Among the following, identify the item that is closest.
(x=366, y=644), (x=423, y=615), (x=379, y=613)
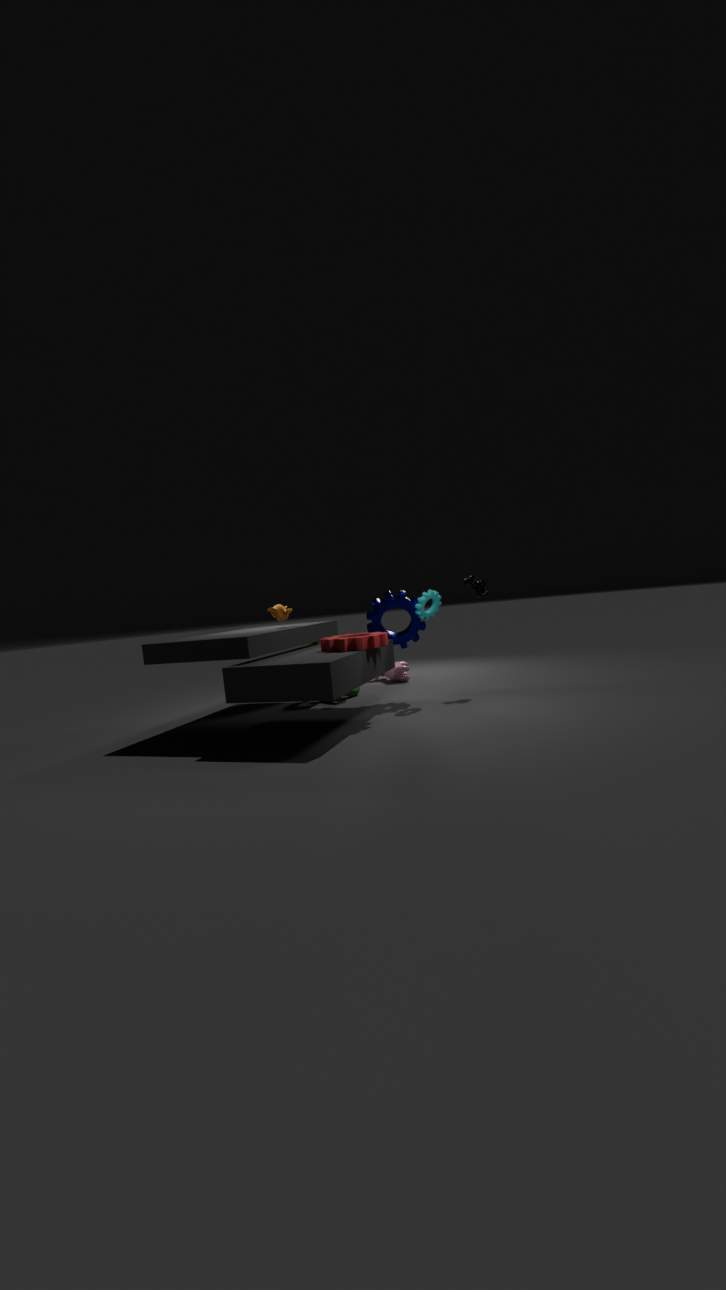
(x=366, y=644)
